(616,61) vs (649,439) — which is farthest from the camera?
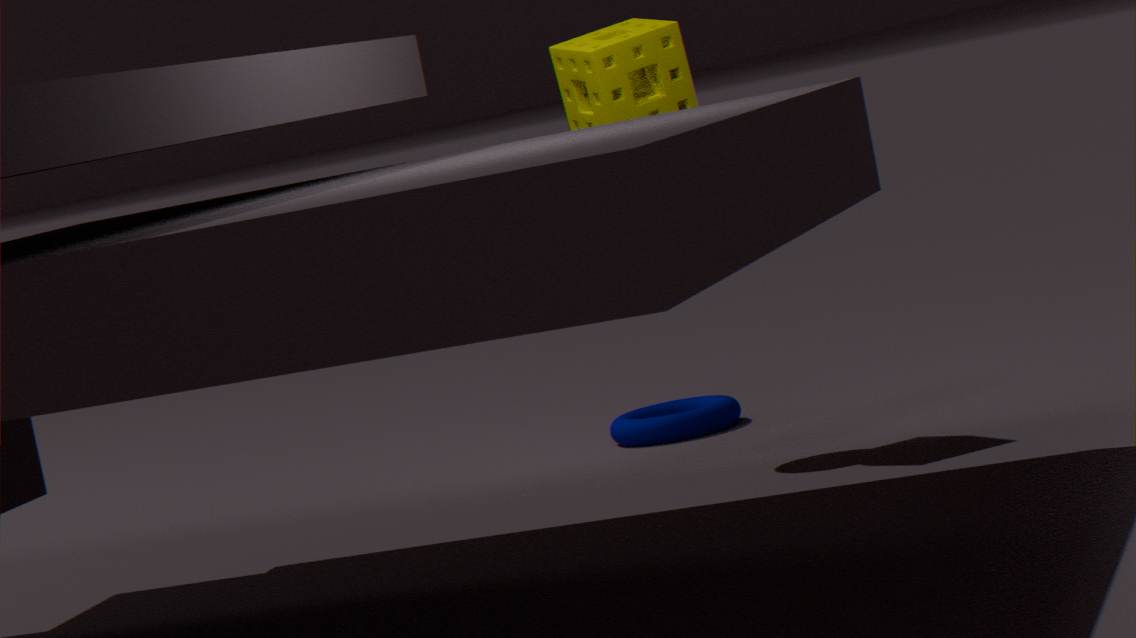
(649,439)
